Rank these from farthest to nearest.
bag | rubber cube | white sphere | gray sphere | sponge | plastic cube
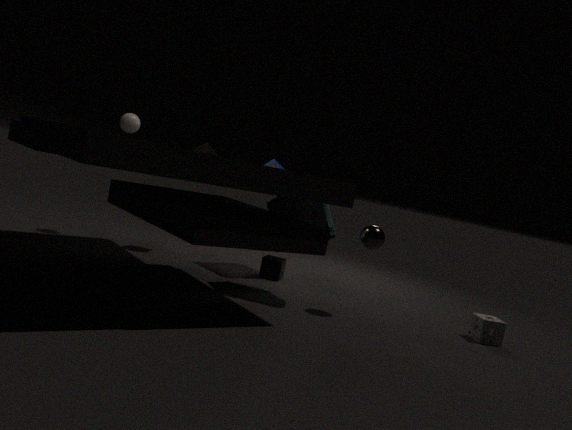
1. rubber cube
2. white sphere
3. plastic cube
4. sponge
5. bag
6. gray sphere
